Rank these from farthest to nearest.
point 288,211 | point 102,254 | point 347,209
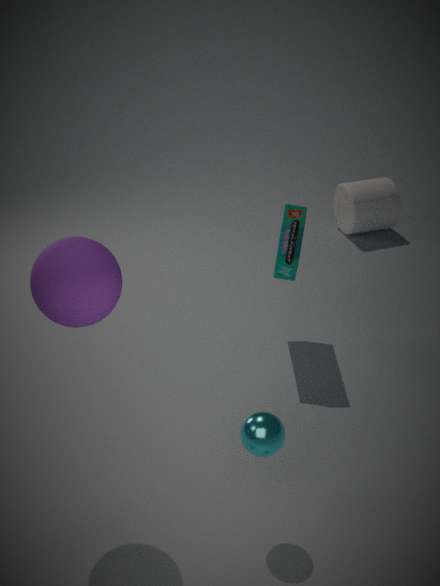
point 347,209
point 288,211
point 102,254
